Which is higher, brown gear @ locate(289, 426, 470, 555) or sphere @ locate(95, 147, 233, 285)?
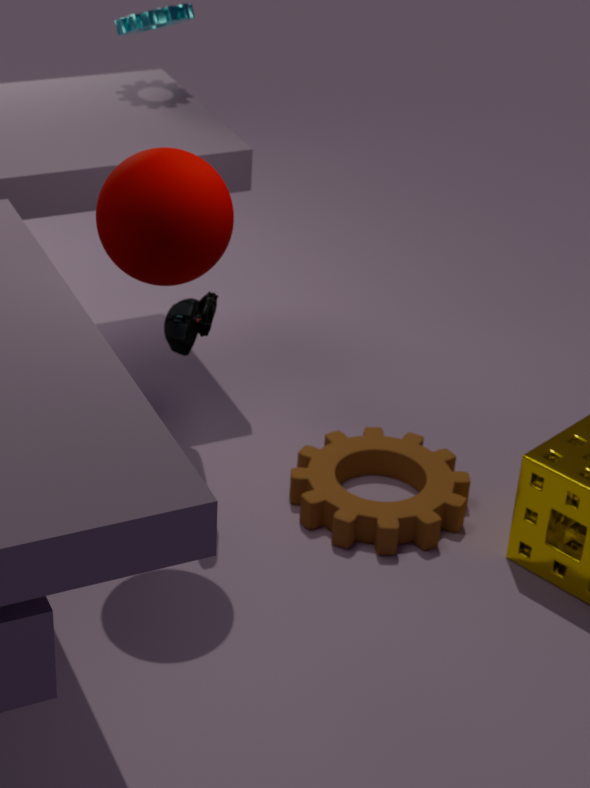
sphere @ locate(95, 147, 233, 285)
